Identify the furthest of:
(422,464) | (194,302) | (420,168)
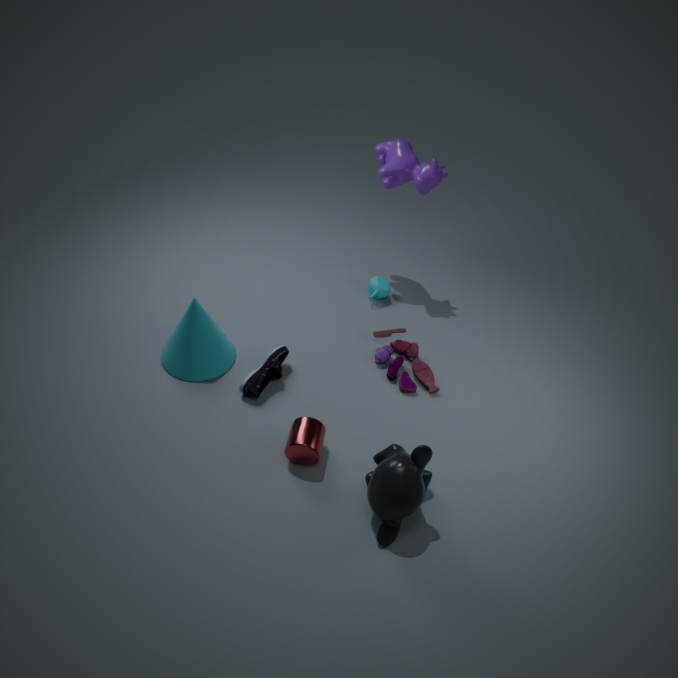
(420,168)
